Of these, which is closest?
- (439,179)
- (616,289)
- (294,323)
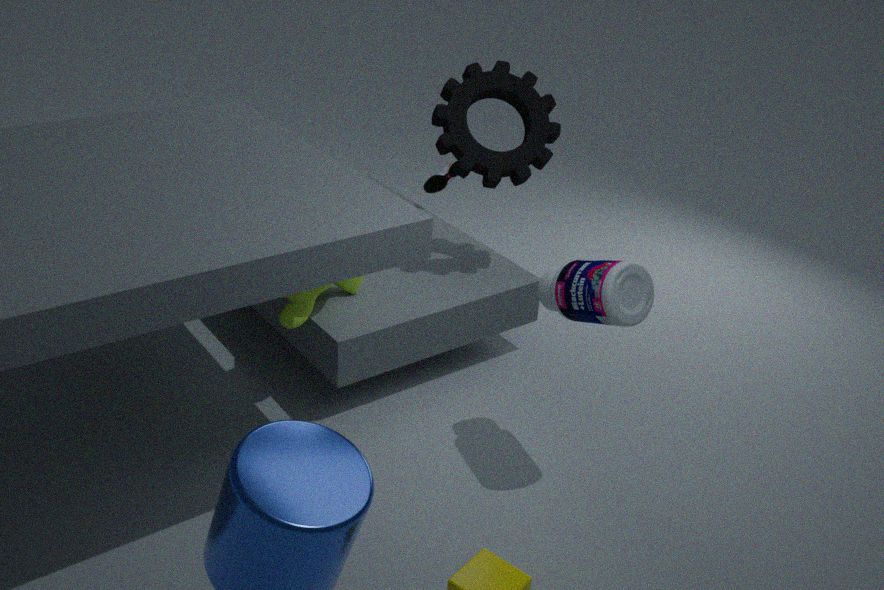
(616,289)
